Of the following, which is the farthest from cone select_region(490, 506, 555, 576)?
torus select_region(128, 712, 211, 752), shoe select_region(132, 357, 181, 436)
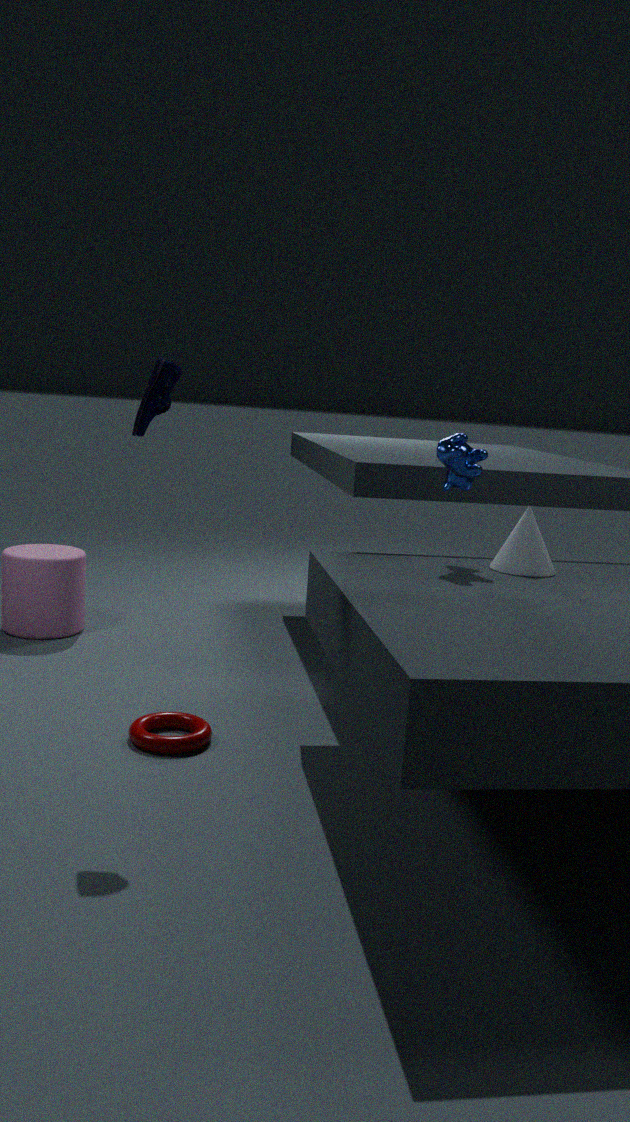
shoe select_region(132, 357, 181, 436)
